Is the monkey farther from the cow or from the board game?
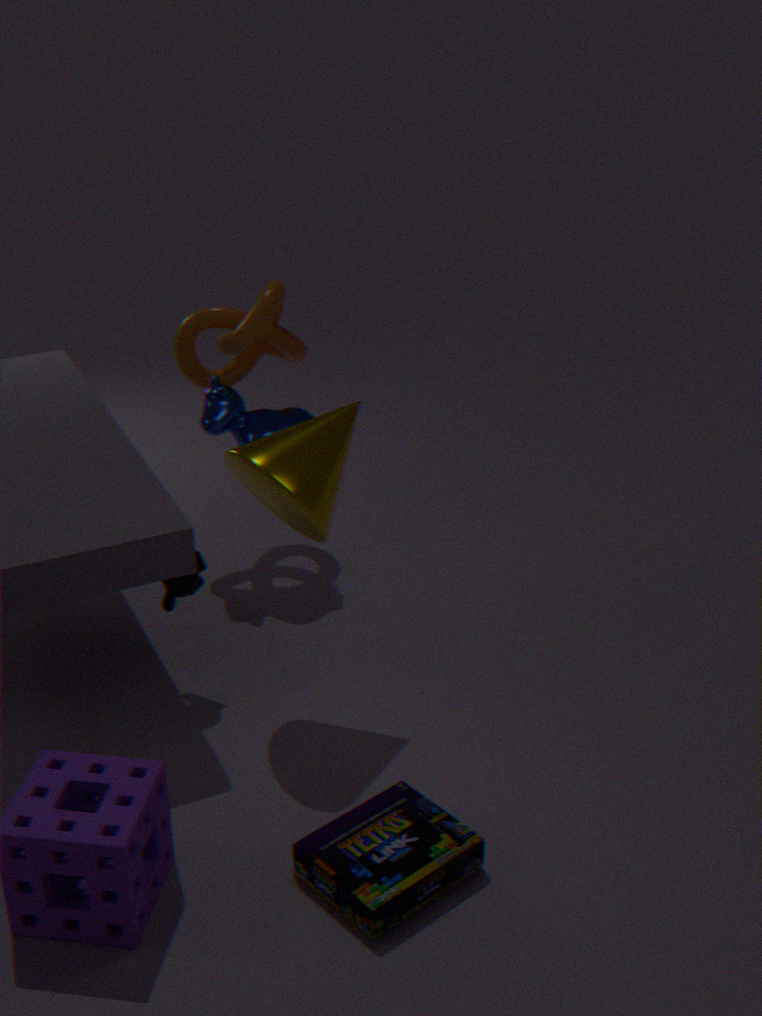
the board game
